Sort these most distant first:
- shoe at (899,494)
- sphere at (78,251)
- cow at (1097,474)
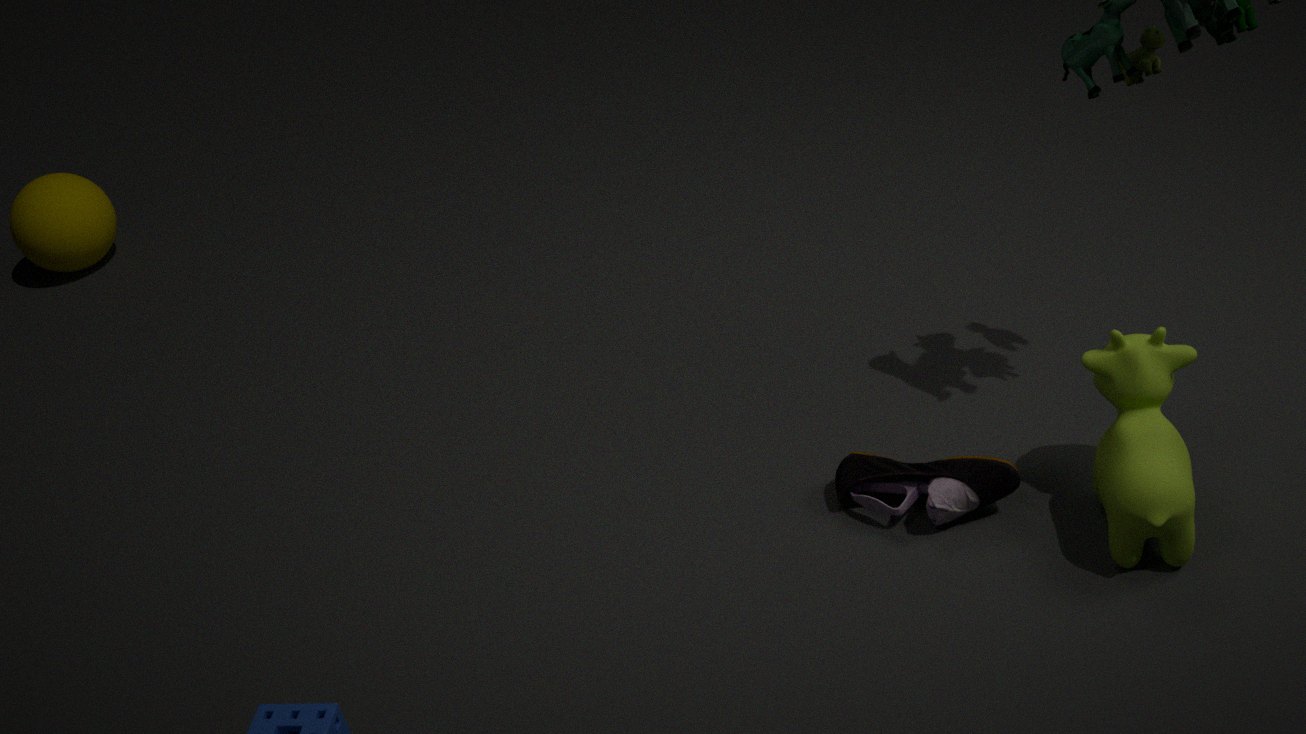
1. sphere at (78,251)
2. shoe at (899,494)
3. cow at (1097,474)
